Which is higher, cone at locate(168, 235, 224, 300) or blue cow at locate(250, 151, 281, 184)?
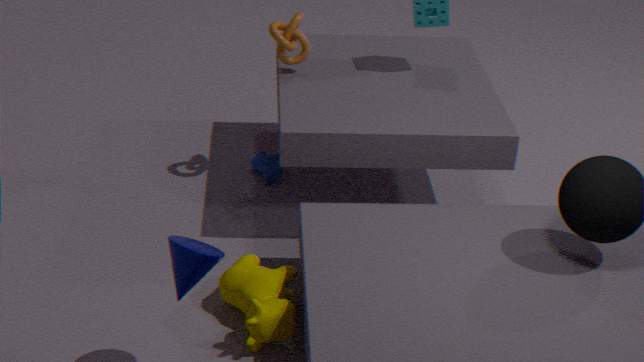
cone at locate(168, 235, 224, 300)
